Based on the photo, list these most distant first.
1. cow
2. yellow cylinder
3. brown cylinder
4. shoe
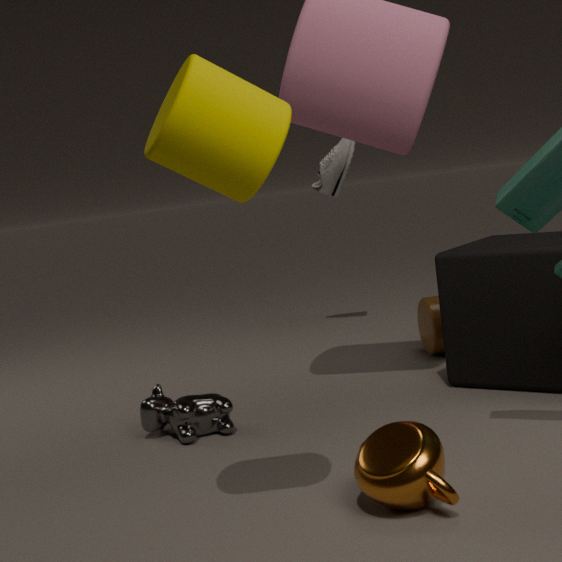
shoe
brown cylinder
cow
yellow cylinder
